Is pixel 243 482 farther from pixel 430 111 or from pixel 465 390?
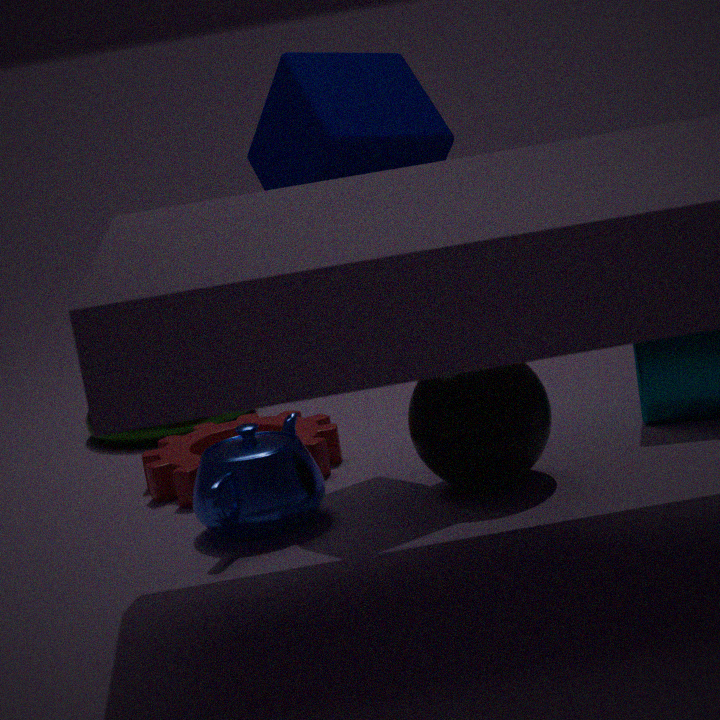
pixel 430 111
